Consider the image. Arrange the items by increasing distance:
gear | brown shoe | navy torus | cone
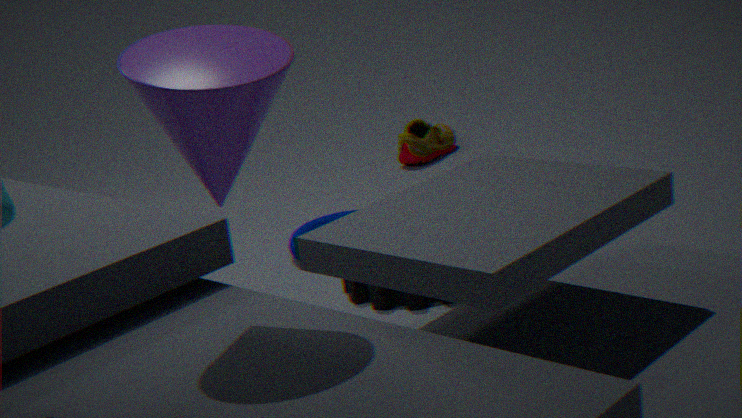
cone
gear
navy torus
brown shoe
